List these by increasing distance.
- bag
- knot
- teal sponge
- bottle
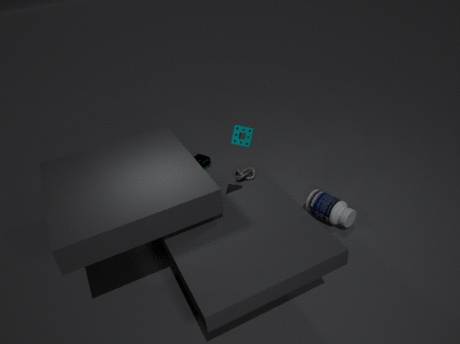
1. teal sponge
2. bottle
3. knot
4. bag
